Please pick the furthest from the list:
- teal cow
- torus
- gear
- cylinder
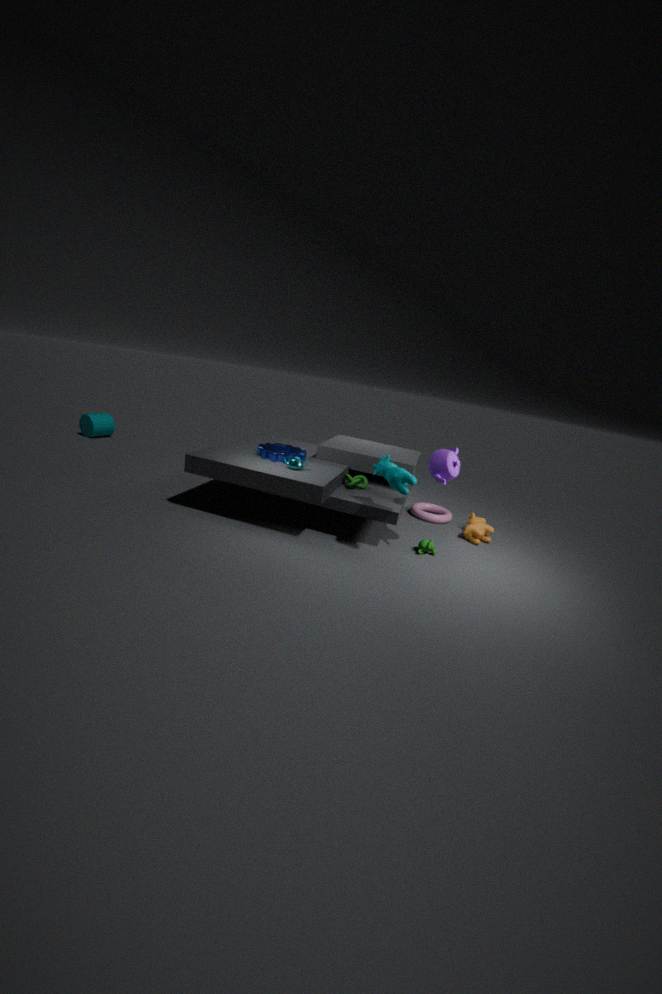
cylinder
